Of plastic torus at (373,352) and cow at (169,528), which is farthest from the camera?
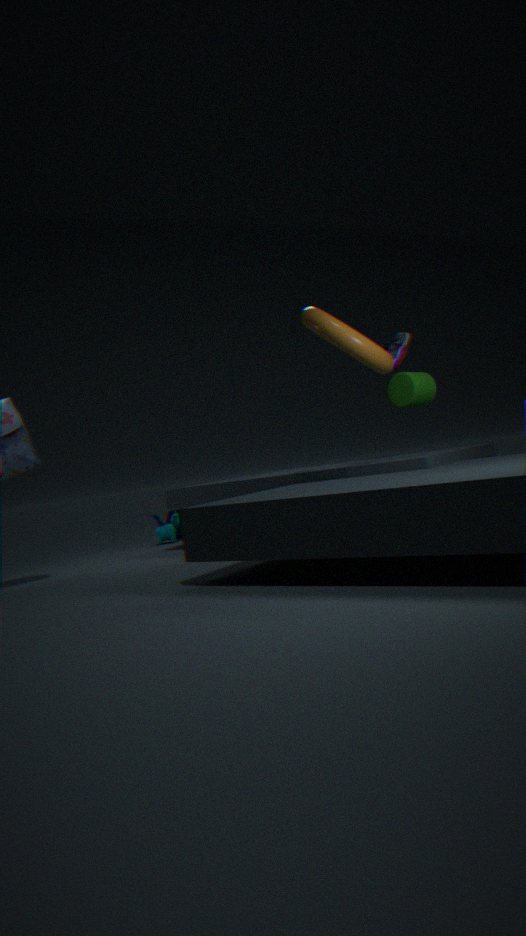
cow at (169,528)
